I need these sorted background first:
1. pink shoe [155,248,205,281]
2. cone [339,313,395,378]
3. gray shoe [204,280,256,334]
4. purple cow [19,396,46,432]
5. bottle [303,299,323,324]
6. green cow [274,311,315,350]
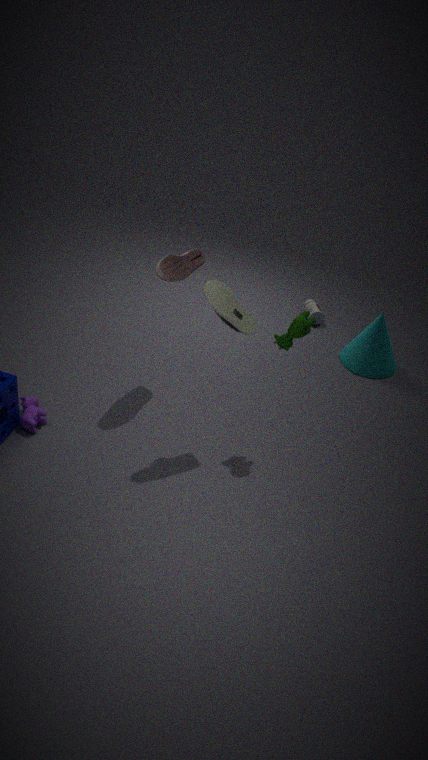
bottle [303,299,323,324] < cone [339,313,395,378] < purple cow [19,396,46,432] < pink shoe [155,248,205,281] < green cow [274,311,315,350] < gray shoe [204,280,256,334]
